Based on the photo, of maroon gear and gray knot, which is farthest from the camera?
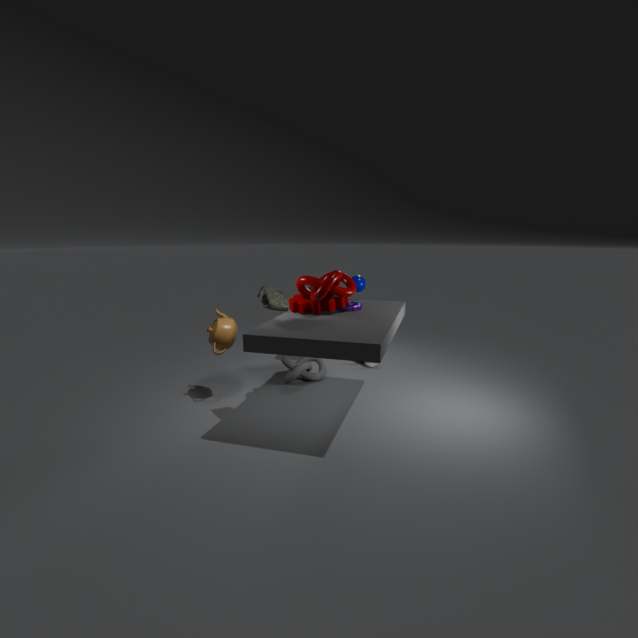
gray knot
